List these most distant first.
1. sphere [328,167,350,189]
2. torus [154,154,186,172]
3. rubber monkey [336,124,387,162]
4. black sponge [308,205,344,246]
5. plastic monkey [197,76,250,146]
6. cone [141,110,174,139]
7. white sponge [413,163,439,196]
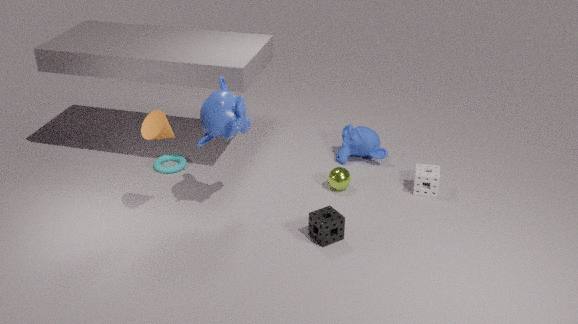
rubber monkey [336,124,387,162] < torus [154,154,186,172] < sphere [328,167,350,189] < white sponge [413,163,439,196] < black sponge [308,205,344,246] < plastic monkey [197,76,250,146] < cone [141,110,174,139]
